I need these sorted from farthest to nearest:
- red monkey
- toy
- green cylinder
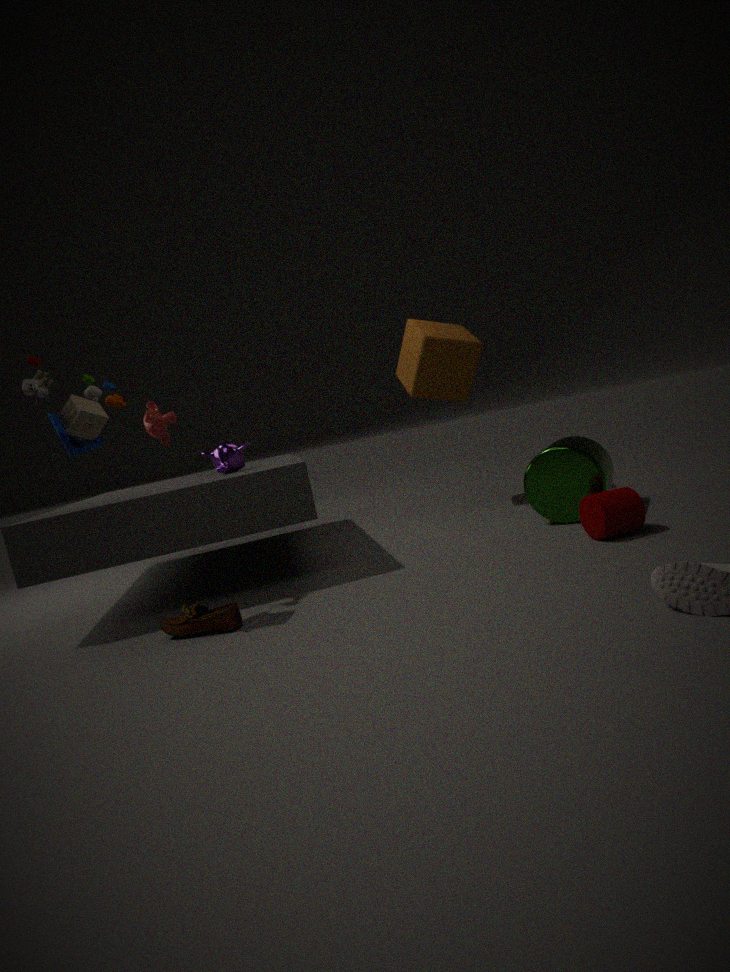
1. red monkey
2. green cylinder
3. toy
